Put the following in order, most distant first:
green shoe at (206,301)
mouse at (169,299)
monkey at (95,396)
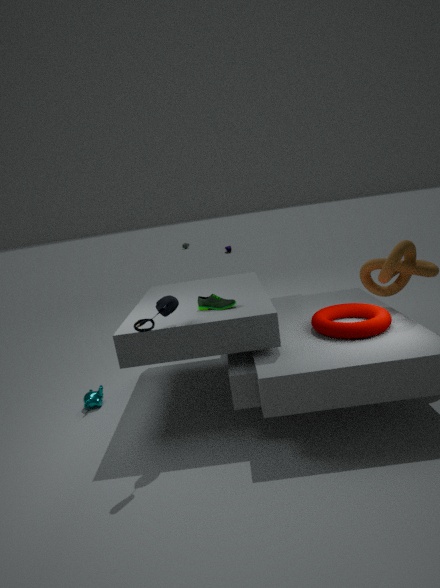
monkey at (95,396), green shoe at (206,301), mouse at (169,299)
